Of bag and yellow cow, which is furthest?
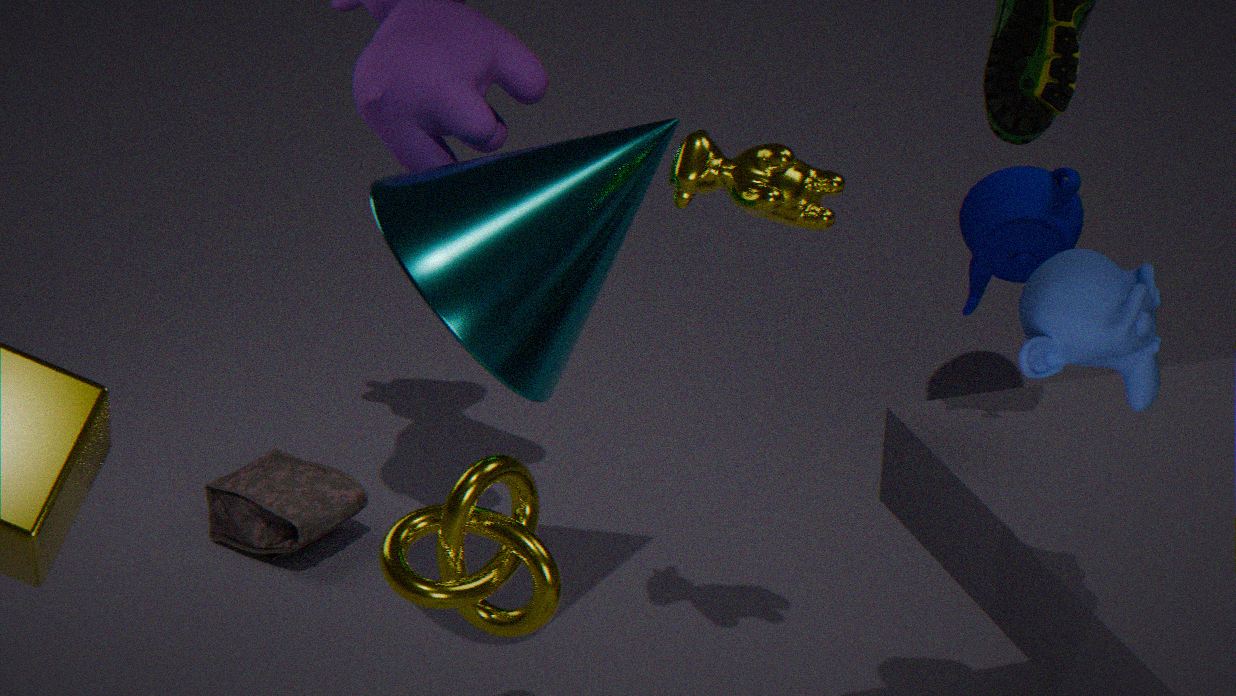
bag
